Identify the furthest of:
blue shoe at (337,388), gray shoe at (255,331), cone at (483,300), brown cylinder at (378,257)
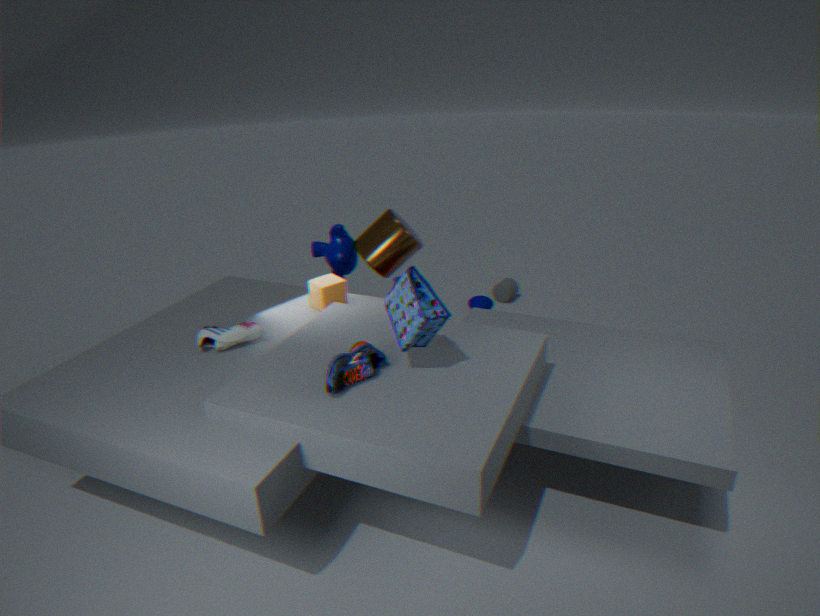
cone at (483,300)
